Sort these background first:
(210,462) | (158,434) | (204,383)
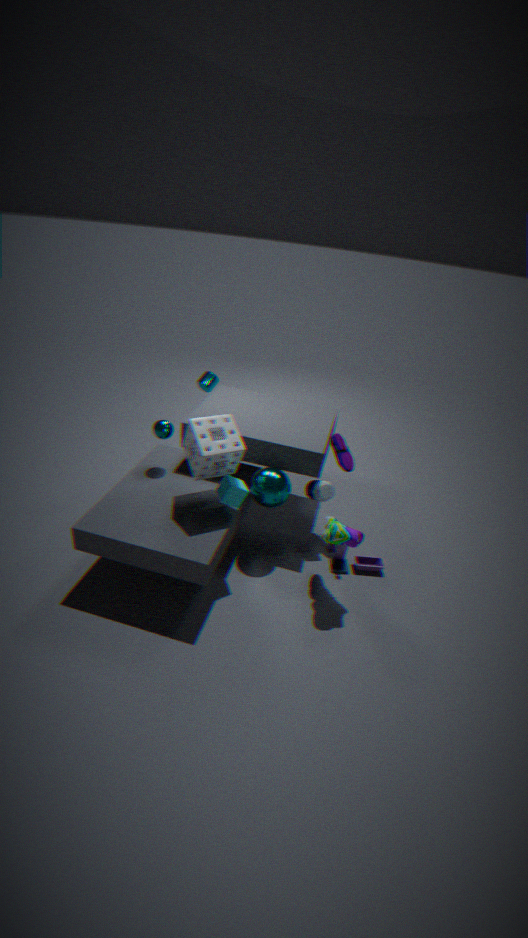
(204,383) < (158,434) < (210,462)
